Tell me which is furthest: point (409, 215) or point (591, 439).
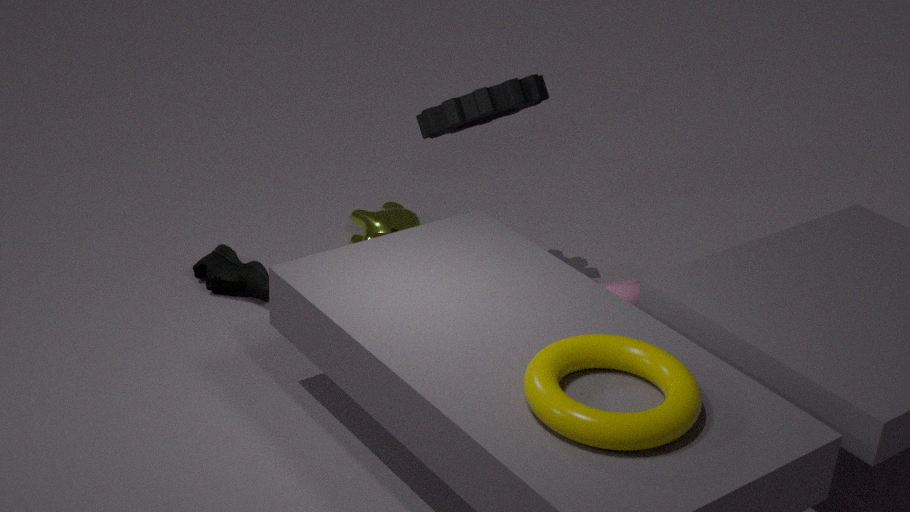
point (409, 215)
